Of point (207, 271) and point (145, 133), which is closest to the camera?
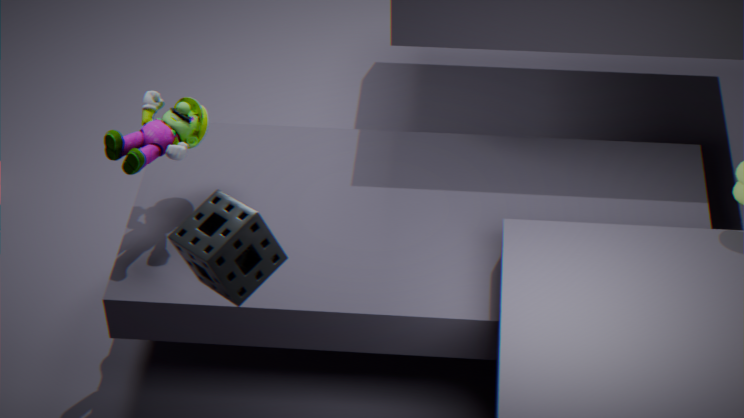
point (207, 271)
